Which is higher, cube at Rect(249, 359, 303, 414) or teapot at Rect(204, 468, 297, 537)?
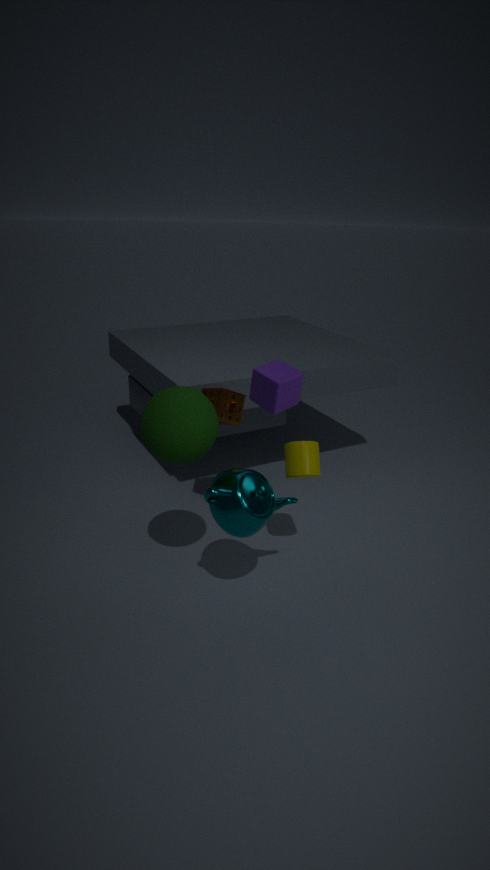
cube at Rect(249, 359, 303, 414)
